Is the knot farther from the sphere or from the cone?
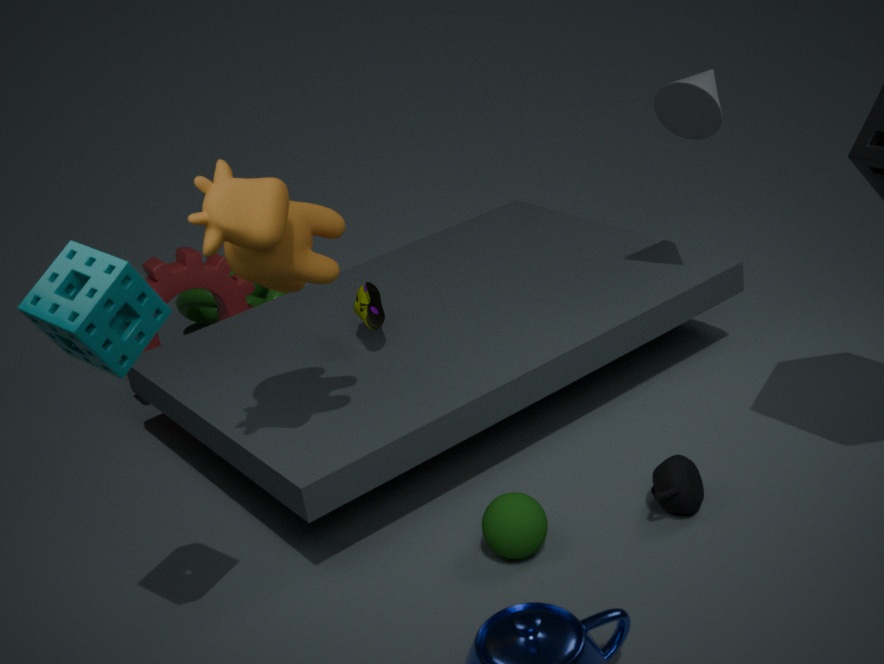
the cone
